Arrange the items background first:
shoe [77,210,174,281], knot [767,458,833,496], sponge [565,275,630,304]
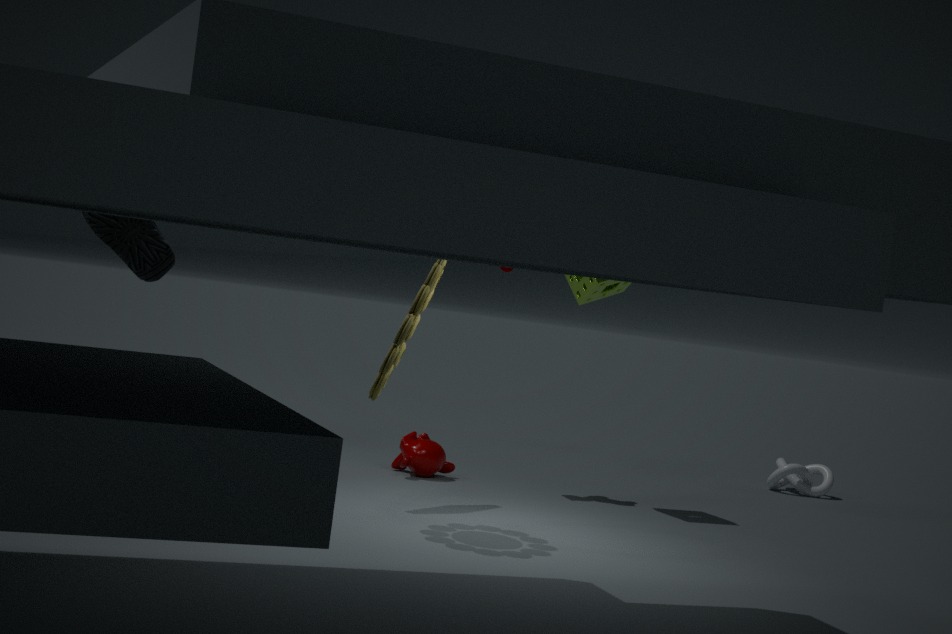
knot [767,458,833,496] < sponge [565,275,630,304] < shoe [77,210,174,281]
